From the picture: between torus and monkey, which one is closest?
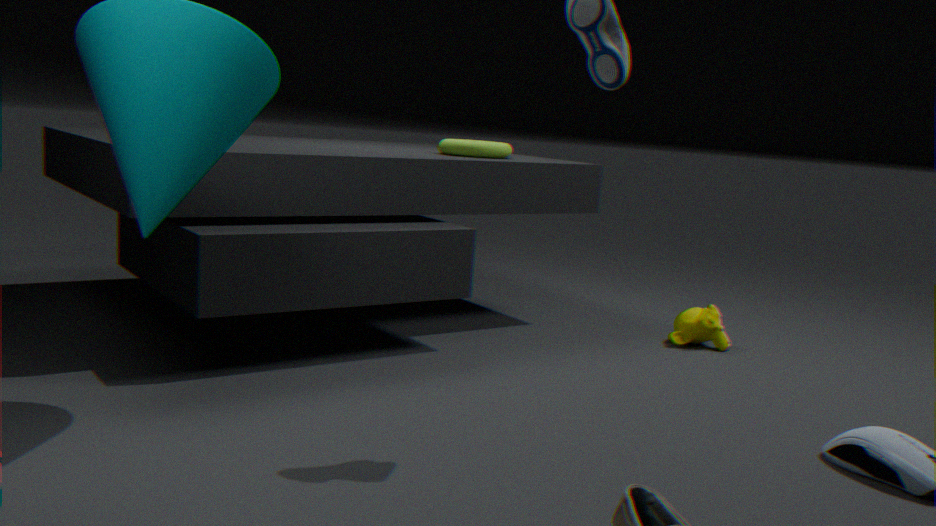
monkey
